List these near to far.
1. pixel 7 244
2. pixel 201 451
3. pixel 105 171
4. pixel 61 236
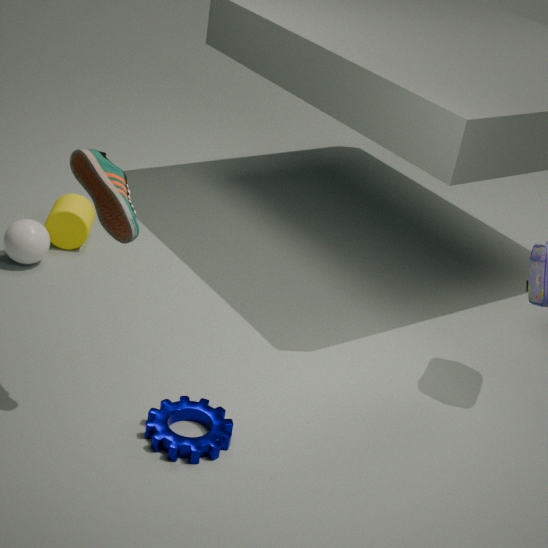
pixel 105 171, pixel 201 451, pixel 7 244, pixel 61 236
